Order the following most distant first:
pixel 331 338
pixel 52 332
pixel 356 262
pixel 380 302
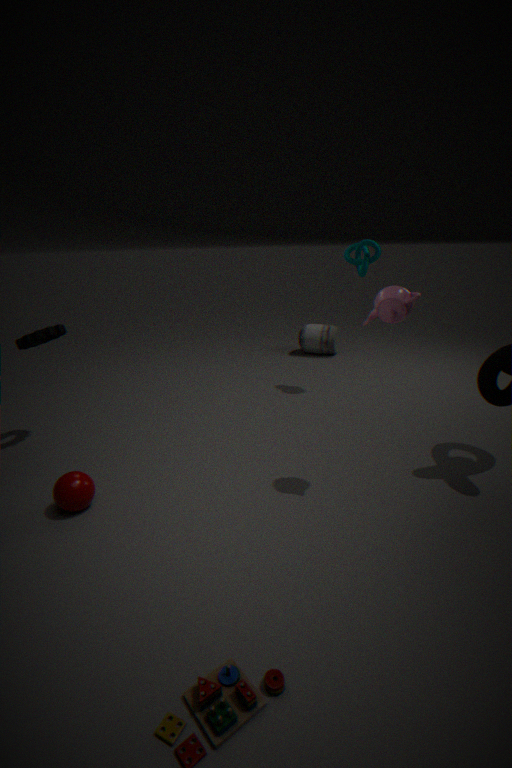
1. pixel 331 338
2. pixel 356 262
3. pixel 52 332
4. pixel 380 302
